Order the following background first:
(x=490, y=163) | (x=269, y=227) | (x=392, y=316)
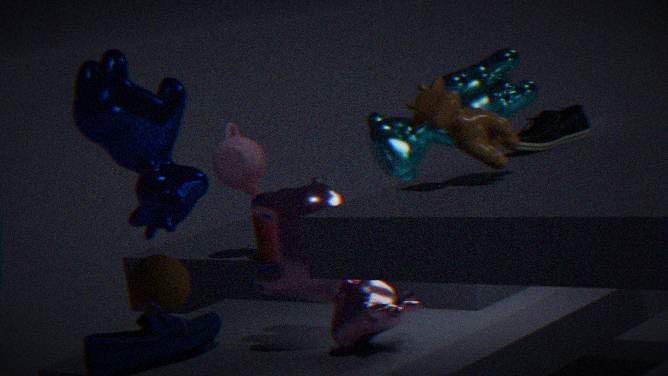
1. (x=269, y=227)
2. (x=392, y=316)
3. (x=490, y=163)
